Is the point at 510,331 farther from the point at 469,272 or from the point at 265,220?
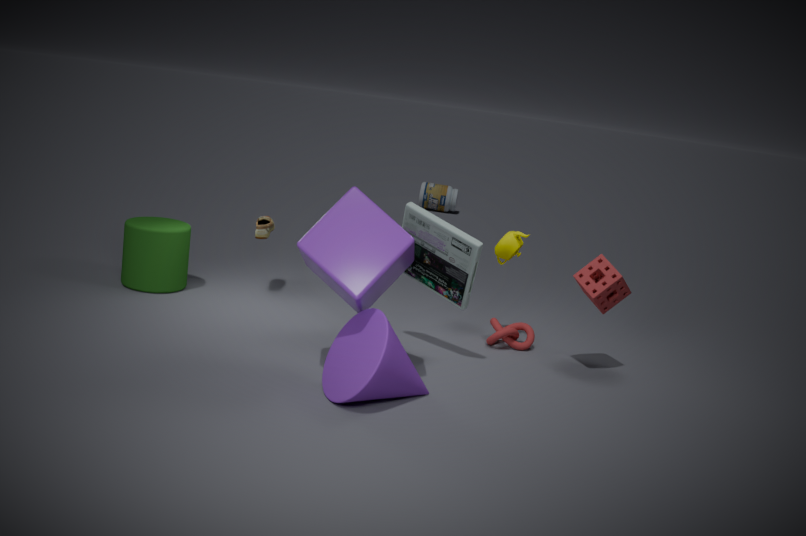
the point at 265,220
